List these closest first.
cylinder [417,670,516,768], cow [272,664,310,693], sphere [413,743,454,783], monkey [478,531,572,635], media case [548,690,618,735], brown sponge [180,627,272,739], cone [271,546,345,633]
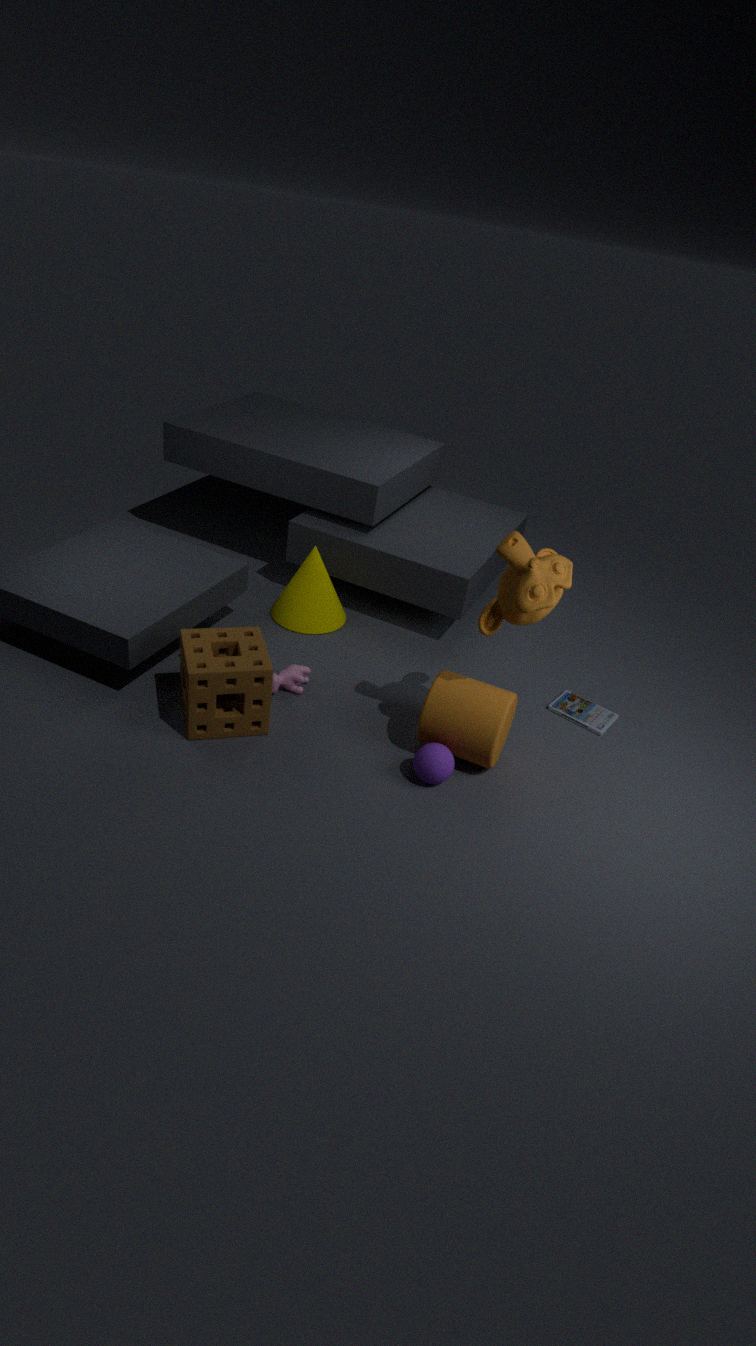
1. monkey [478,531,572,635]
2. brown sponge [180,627,272,739]
3. sphere [413,743,454,783]
4. cylinder [417,670,516,768]
5. cow [272,664,310,693]
6. media case [548,690,618,735]
7. cone [271,546,345,633]
